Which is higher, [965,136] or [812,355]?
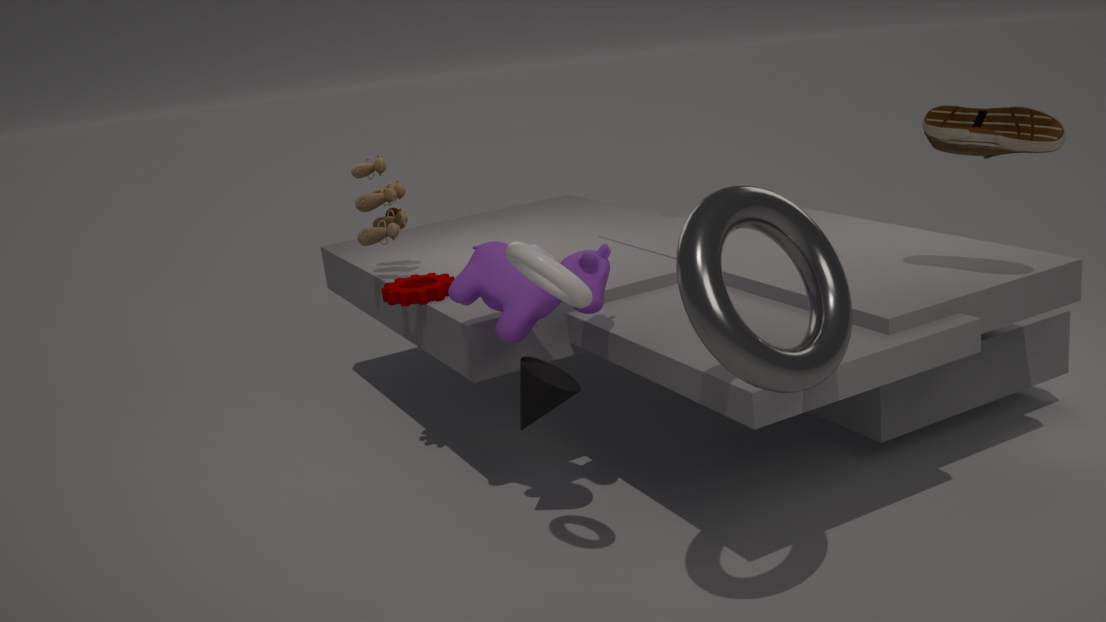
[965,136]
